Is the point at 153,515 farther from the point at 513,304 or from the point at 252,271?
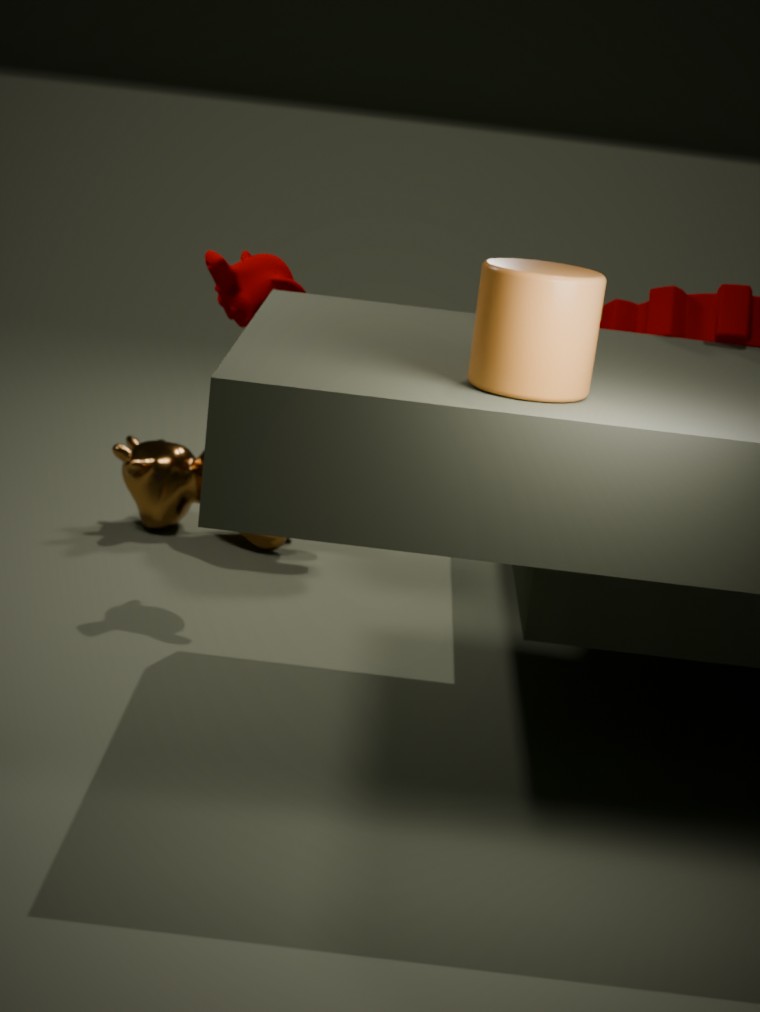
the point at 513,304
